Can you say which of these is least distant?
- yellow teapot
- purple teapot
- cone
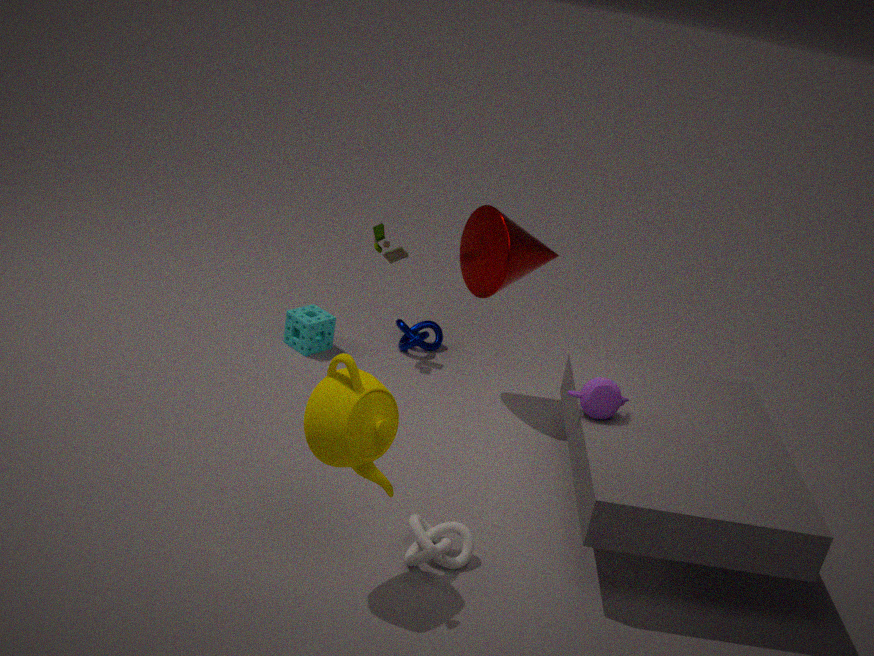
yellow teapot
